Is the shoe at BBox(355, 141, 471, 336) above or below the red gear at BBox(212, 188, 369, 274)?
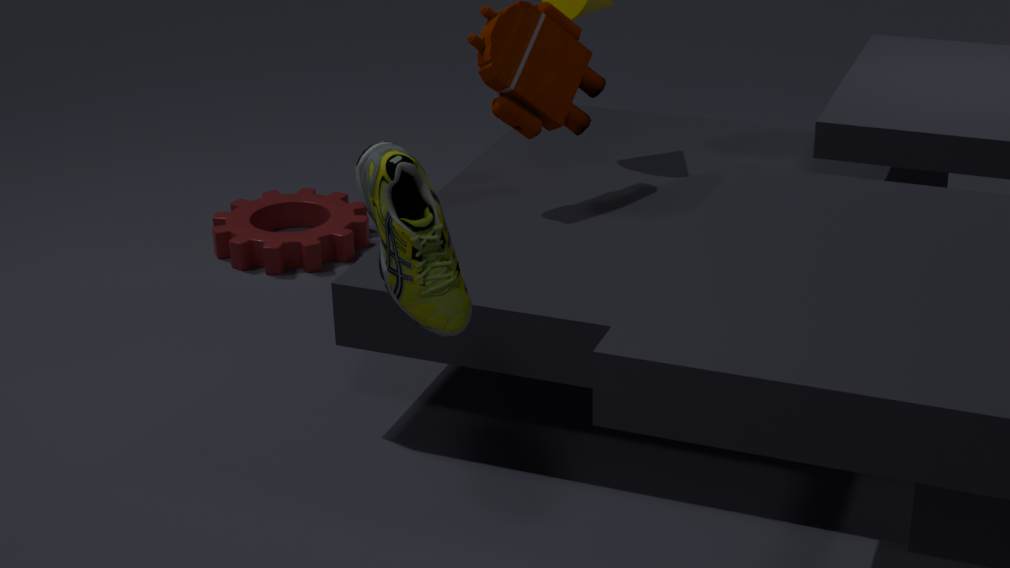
above
